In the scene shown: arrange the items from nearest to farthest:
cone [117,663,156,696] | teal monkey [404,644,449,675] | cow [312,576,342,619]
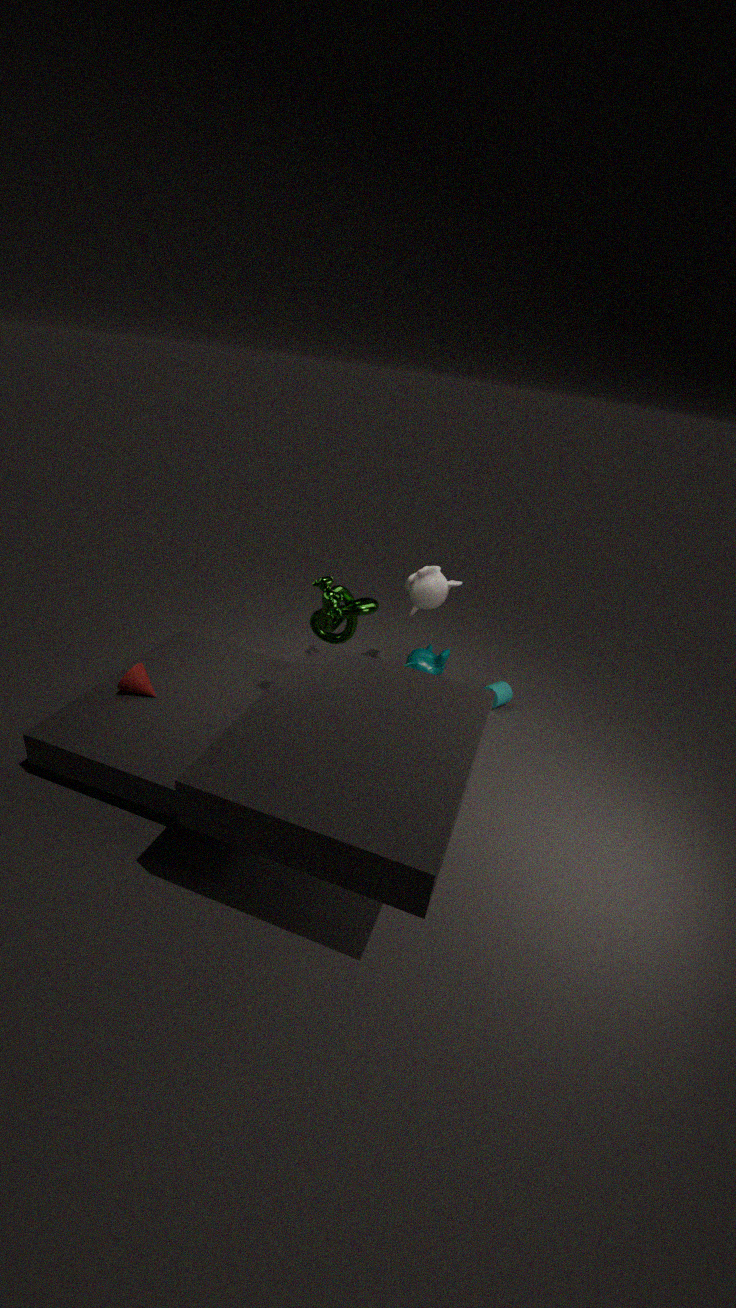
cow [312,576,342,619] → cone [117,663,156,696] → teal monkey [404,644,449,675]
